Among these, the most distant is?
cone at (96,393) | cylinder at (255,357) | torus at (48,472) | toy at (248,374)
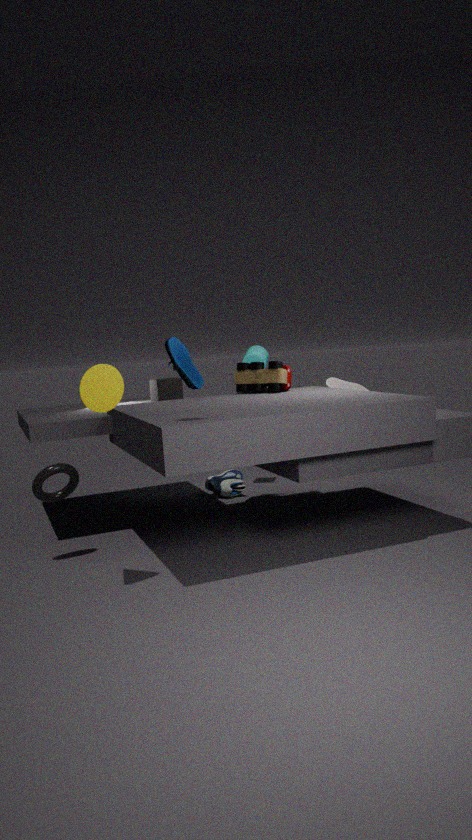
cylinder at (255,357)
